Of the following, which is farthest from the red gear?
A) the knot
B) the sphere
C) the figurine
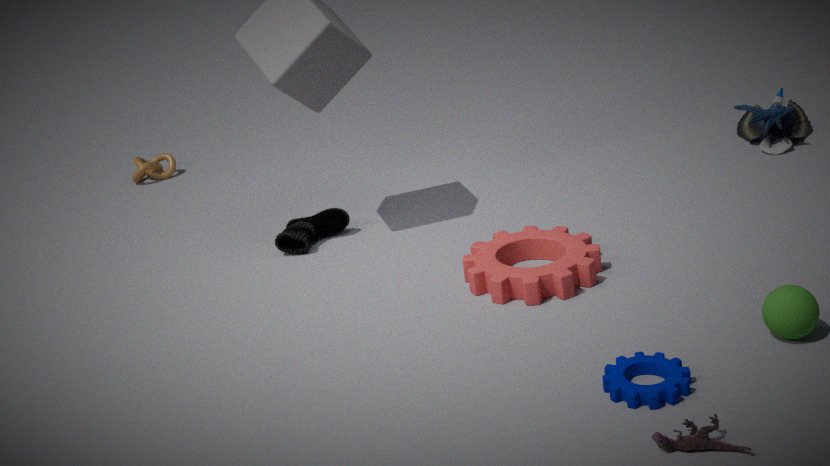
the knot
